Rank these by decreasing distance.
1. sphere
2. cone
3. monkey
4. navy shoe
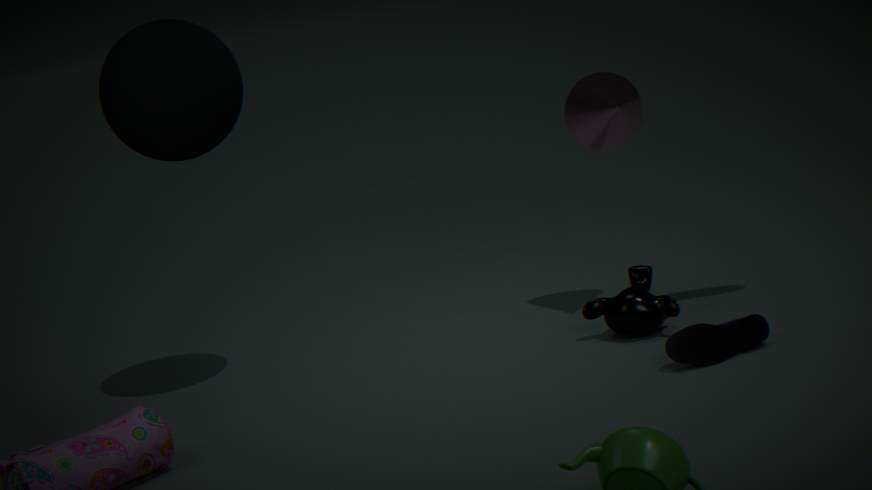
cone → monkey → sphere → navy shoe
